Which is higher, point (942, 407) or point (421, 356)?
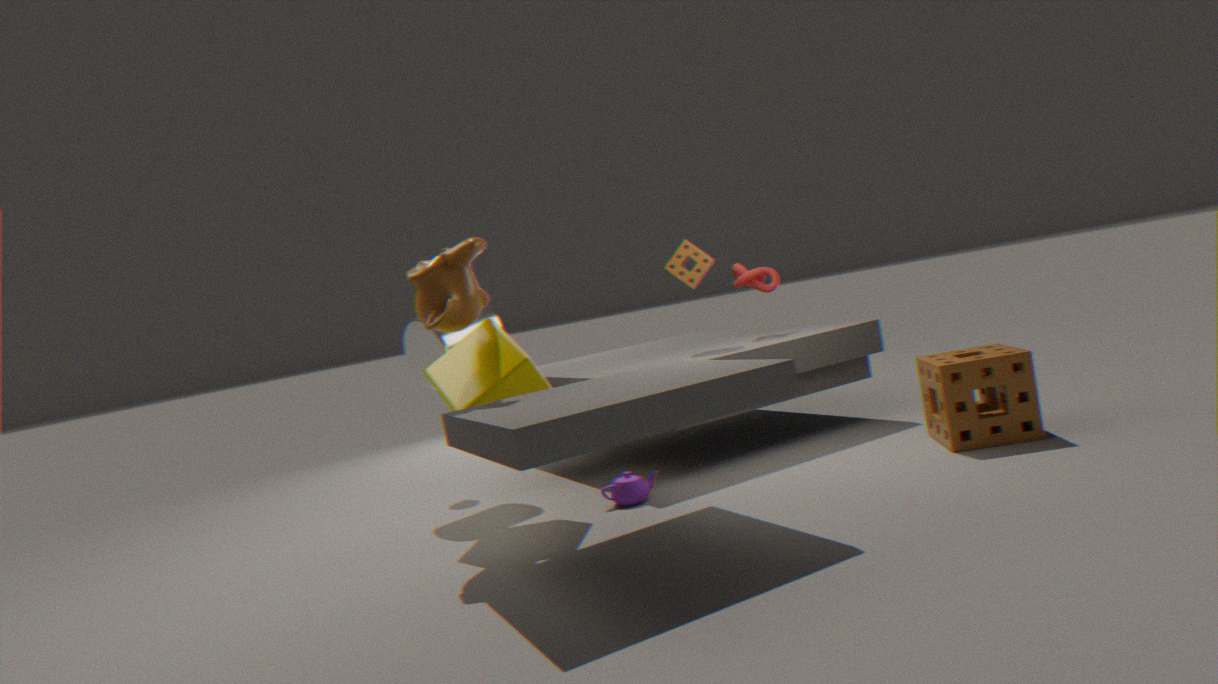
point (421, 356)
